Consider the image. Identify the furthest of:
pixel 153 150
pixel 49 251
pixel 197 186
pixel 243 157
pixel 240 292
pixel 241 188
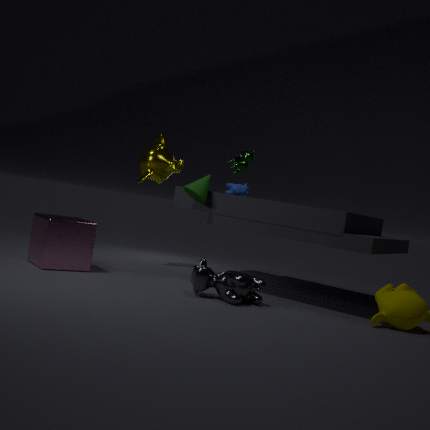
pixel 153 150
